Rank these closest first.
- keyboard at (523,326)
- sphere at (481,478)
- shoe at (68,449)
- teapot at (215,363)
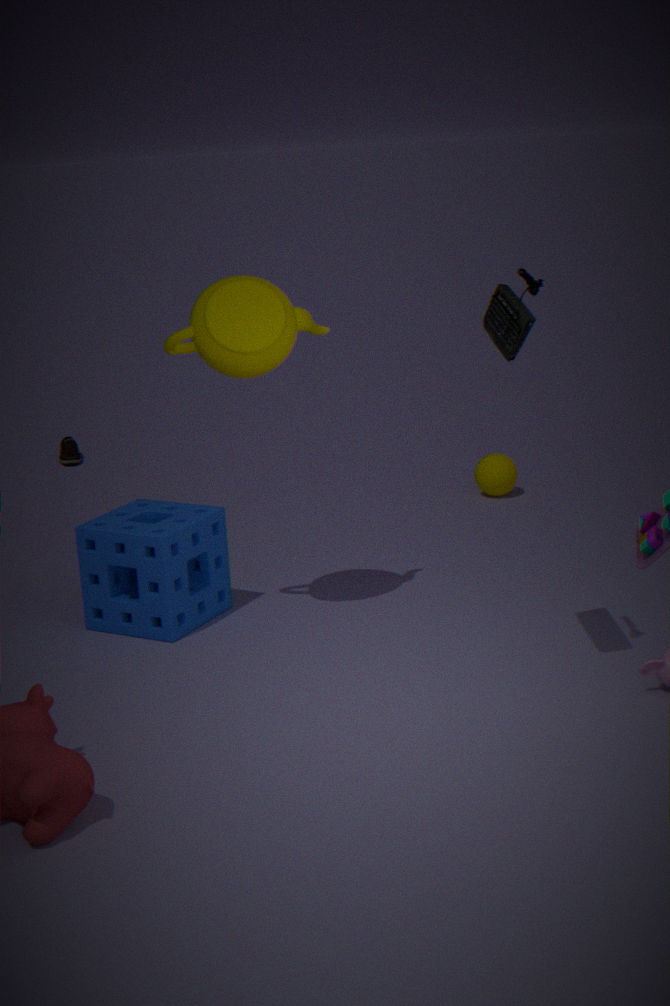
1. keyboard at (523,326)
2. teapot at (215,363)
3. sphere at (481,478)
4. shoe at (68,449)
